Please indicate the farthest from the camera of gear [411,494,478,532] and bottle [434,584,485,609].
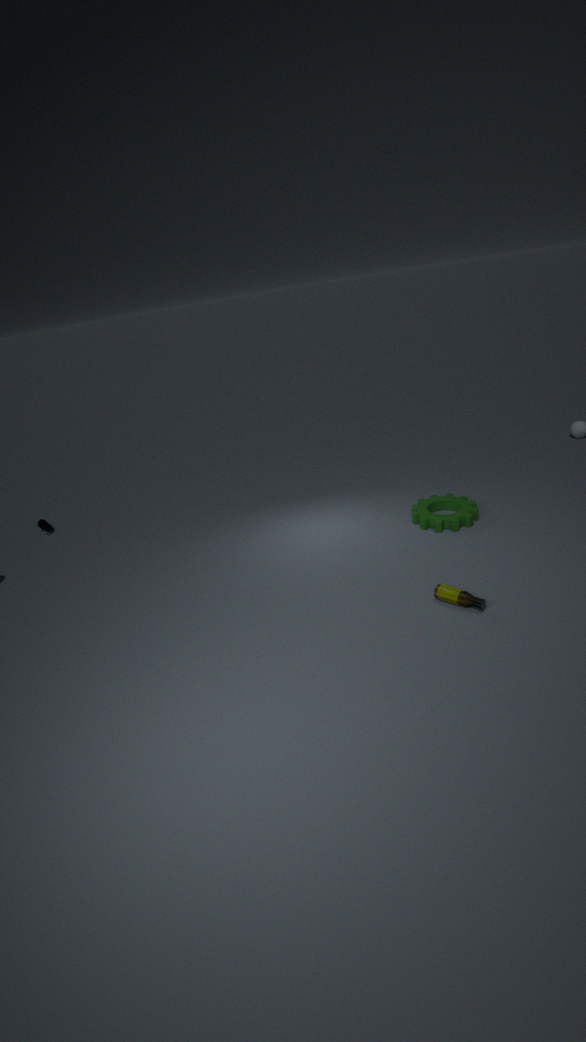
gear [411,494,478,532]
